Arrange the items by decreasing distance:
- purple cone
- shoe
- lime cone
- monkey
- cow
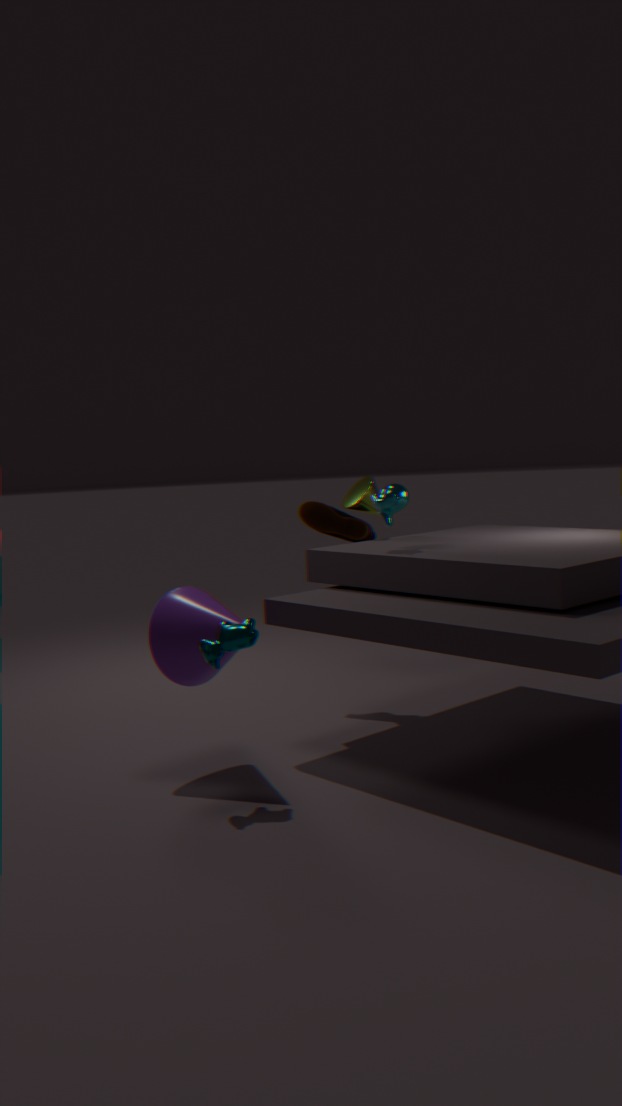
1. shoe
2. lime cone
3. monkey
4. purple cone
5. cow
